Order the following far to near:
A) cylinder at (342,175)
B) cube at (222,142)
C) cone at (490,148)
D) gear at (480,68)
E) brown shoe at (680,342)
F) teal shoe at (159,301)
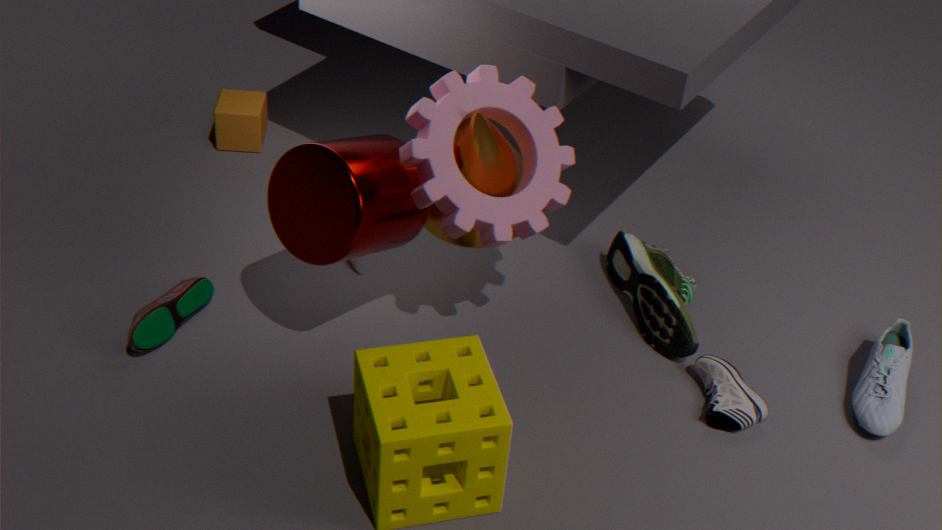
cube at (222,142)
brown shoe at (680,342)
teal shoe at (159,301)
cone at (490,148)
gear at (480,68)
cylinder at (342,175)
